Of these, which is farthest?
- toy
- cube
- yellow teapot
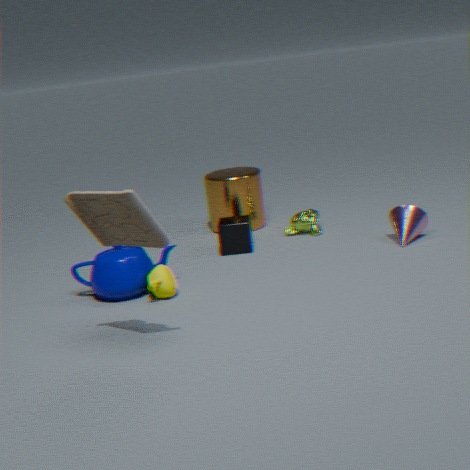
cube
